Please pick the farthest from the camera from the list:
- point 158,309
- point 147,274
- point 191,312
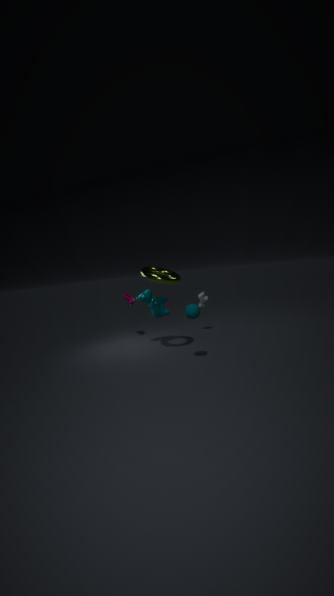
point 158,309
